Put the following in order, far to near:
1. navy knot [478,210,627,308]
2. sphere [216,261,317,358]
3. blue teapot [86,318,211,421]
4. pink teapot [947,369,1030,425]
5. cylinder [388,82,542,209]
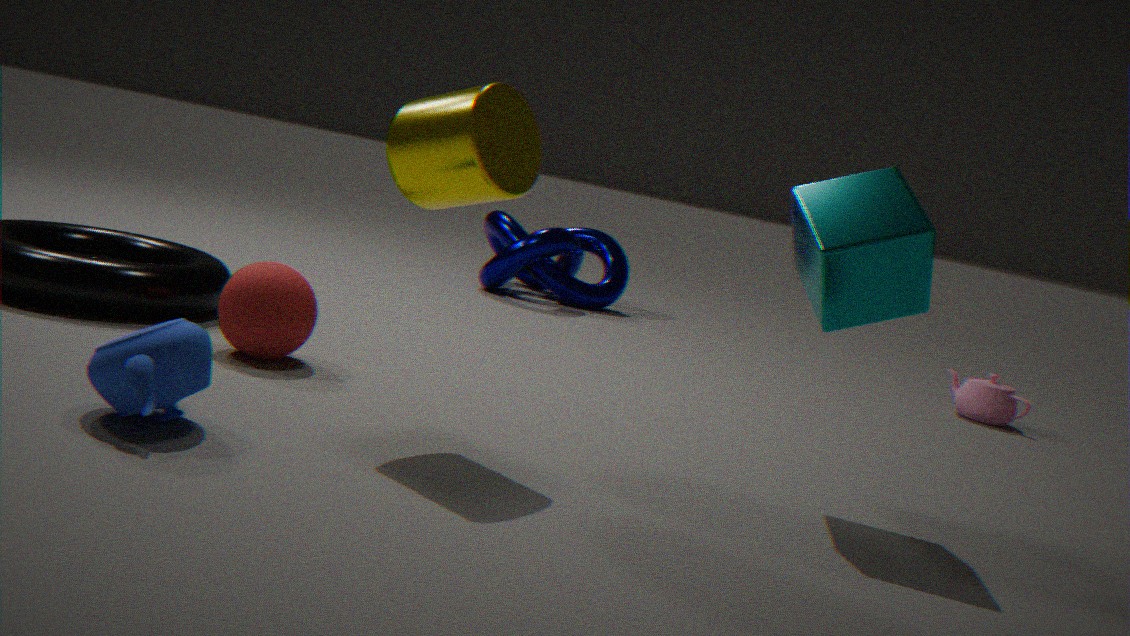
1. navy knot [478,210,627,308]
2. pink teapot [947,369,1030,425]
3. sphere [216,261,317,358]
4. cylinder [388,82,542,209]
5. blue teapot [86,318,211,421]
